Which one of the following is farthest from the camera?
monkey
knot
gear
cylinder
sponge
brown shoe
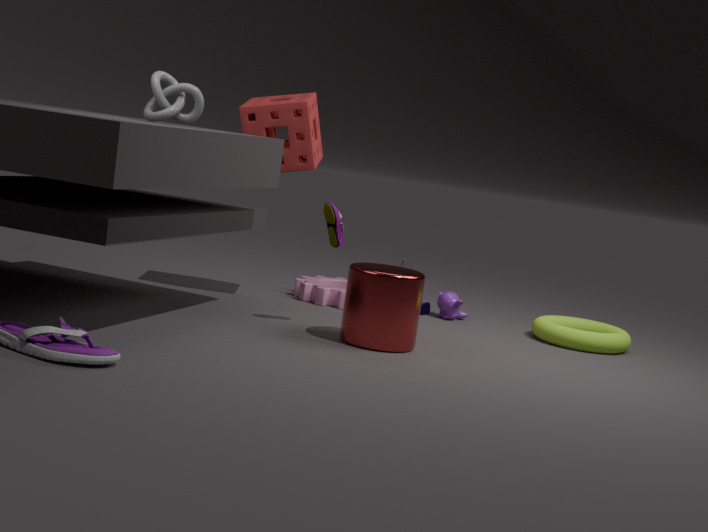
monkey
